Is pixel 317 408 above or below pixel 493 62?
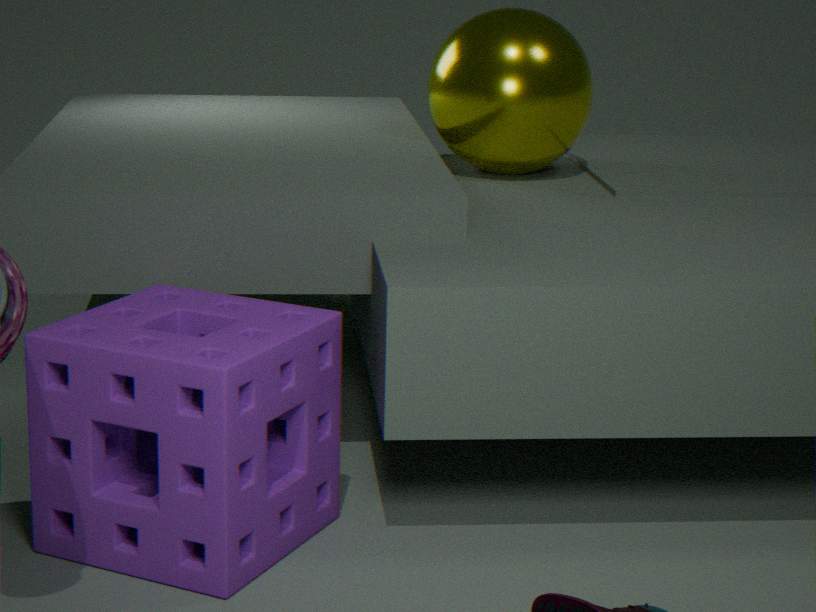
below
